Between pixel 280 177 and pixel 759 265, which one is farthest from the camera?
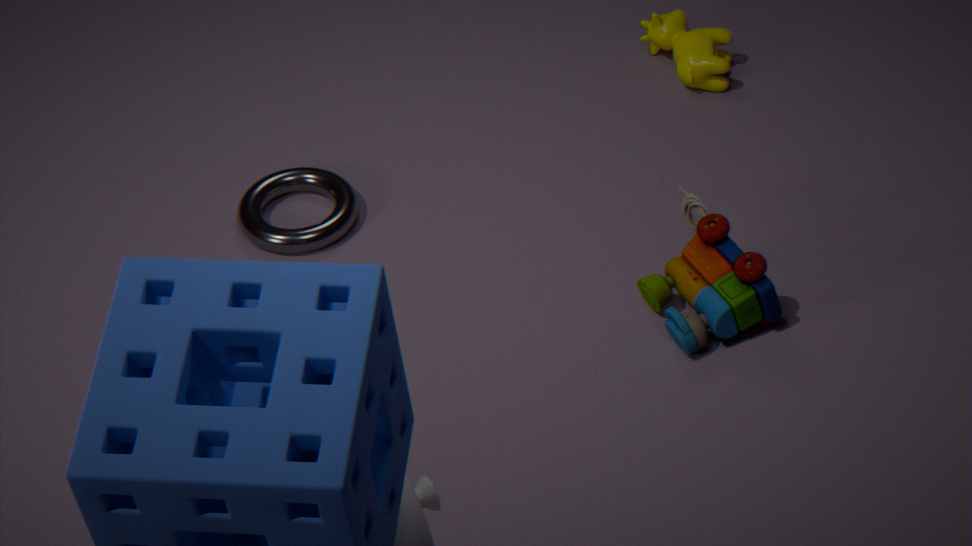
pixel 280 177
